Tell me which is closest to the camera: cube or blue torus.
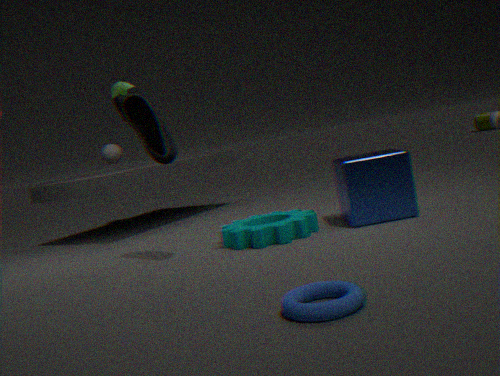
blue torus
